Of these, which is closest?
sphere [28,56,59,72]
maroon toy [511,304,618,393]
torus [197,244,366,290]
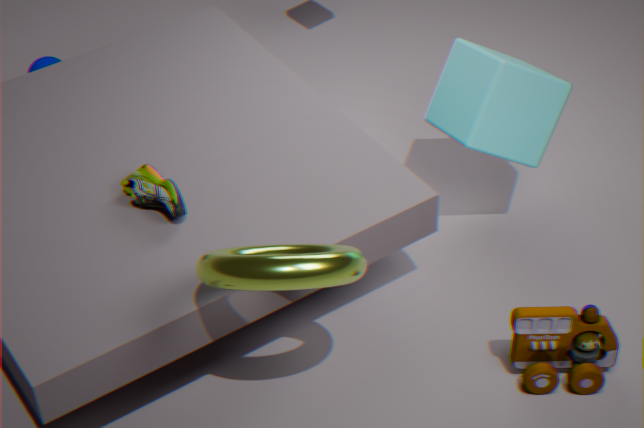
torus [197,244,366,290]
